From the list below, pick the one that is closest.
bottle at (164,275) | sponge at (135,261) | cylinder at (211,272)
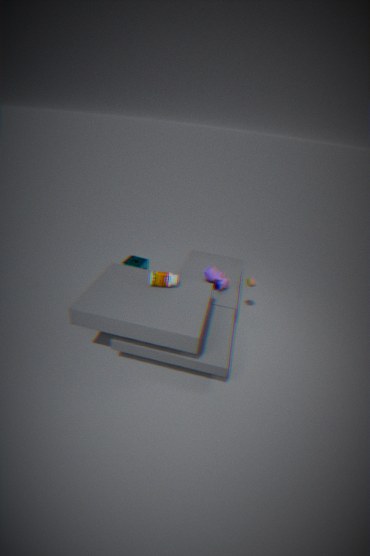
bottle at (164,275)
